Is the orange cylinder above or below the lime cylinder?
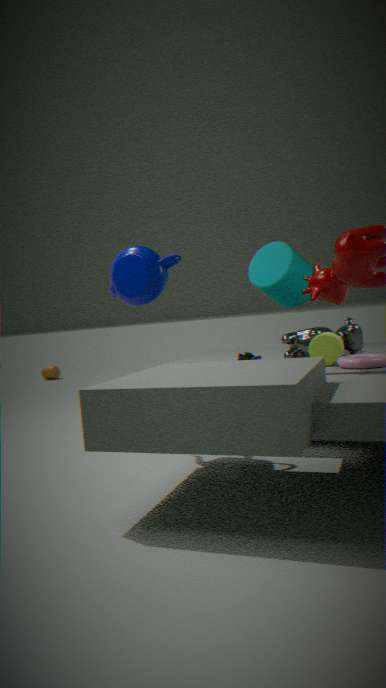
below
